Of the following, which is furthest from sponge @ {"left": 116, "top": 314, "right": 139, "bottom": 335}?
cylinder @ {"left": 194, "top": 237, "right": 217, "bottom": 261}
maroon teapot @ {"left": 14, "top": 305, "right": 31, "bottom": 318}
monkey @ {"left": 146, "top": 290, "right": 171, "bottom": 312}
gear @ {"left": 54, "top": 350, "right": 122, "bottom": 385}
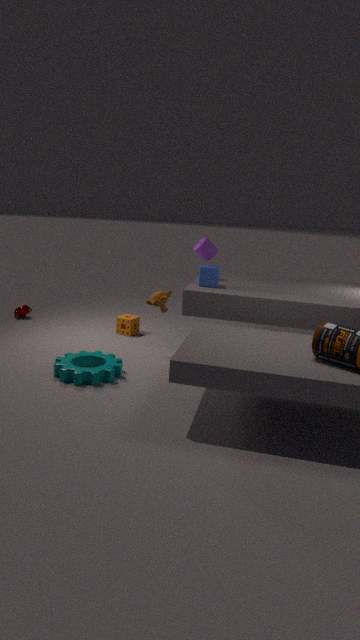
maroon teapot @ {"left": 14, "top": 305, "right": 31, "bottom": 318}
